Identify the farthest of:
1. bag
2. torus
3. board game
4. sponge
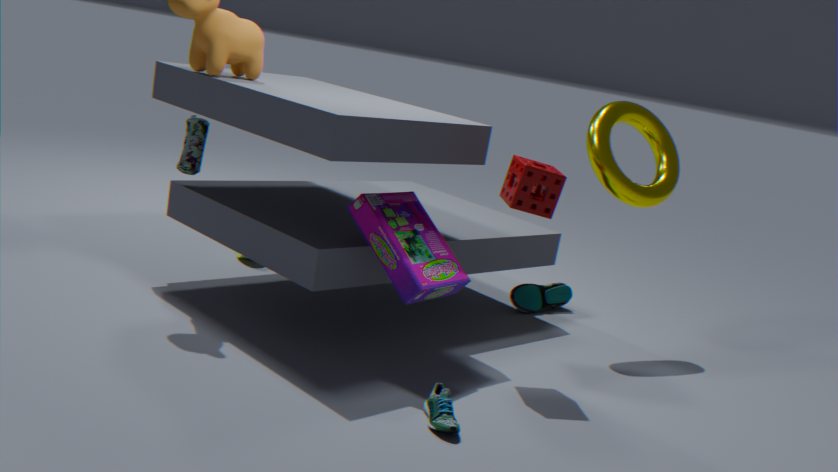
torus
